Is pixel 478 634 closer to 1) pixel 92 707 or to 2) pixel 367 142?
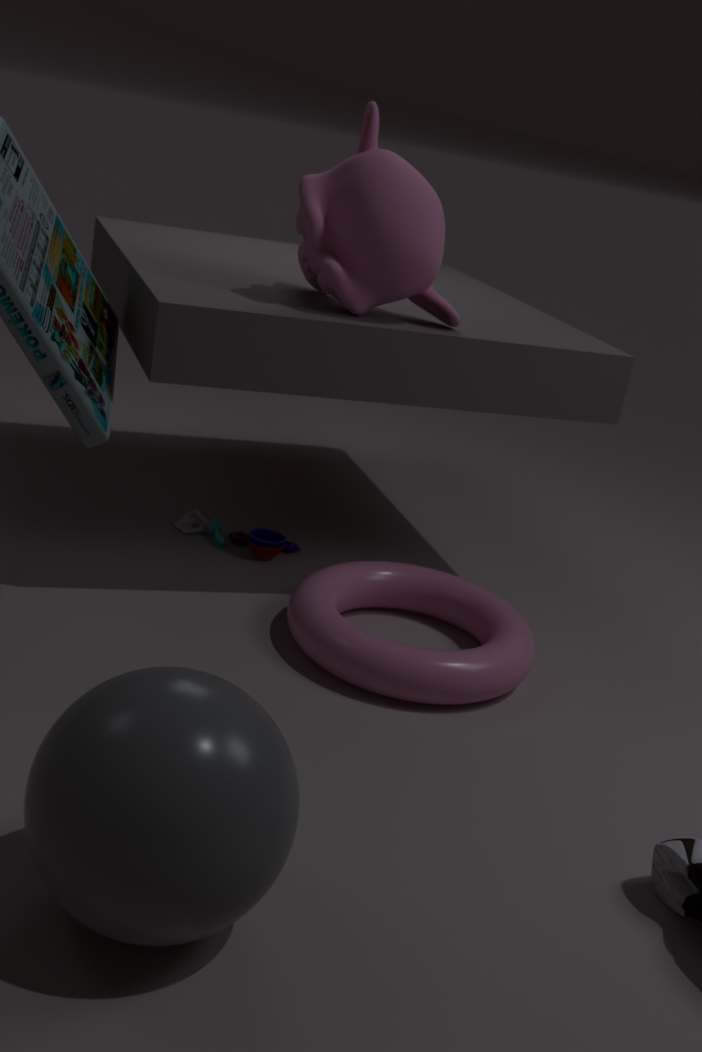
2) pixel 367 142
